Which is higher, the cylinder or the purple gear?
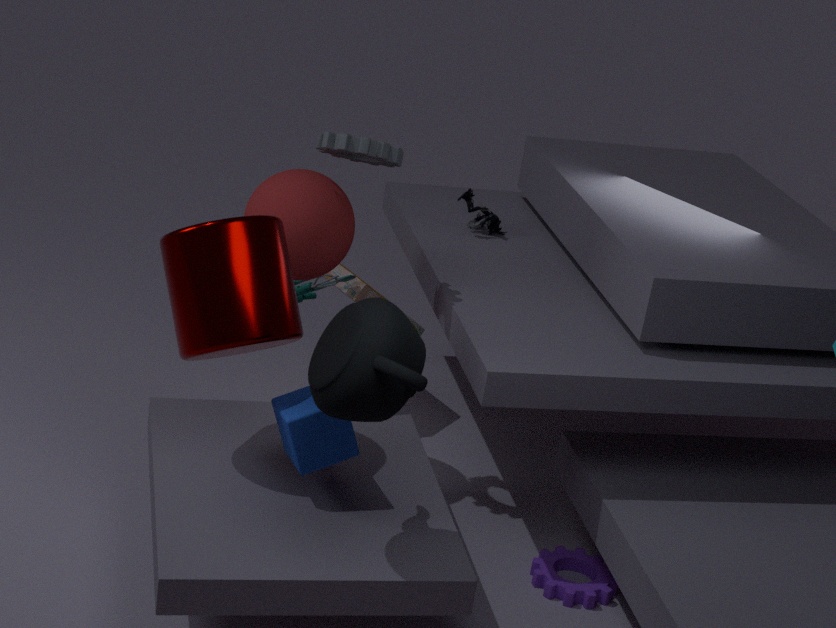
the cylinder
